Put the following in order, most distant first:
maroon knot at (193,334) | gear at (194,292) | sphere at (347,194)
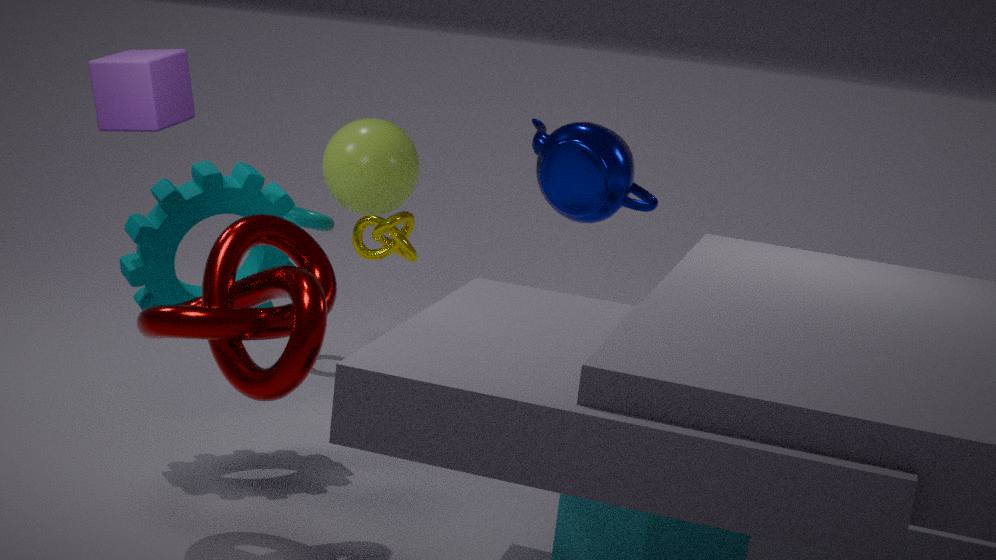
1. sphere at (347,194)
2. gear at (194,292)
3. maroon knot at (193,334)
